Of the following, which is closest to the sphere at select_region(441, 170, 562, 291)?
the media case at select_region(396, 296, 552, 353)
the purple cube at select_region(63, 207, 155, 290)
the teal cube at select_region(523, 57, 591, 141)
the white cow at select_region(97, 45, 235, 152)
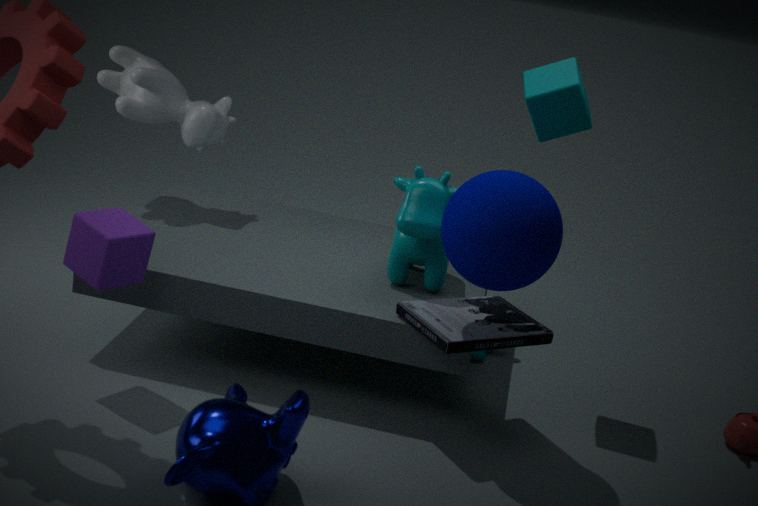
the media case at select_region(396, 296, 552, 353)
